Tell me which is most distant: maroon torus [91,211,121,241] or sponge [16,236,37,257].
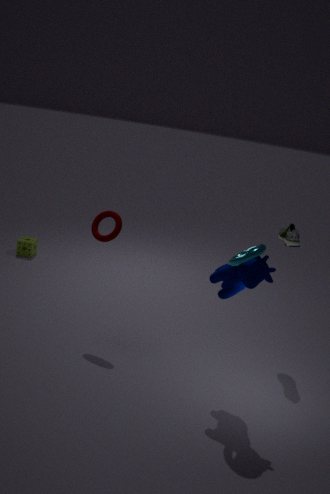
sponge [16,236,37,257]
